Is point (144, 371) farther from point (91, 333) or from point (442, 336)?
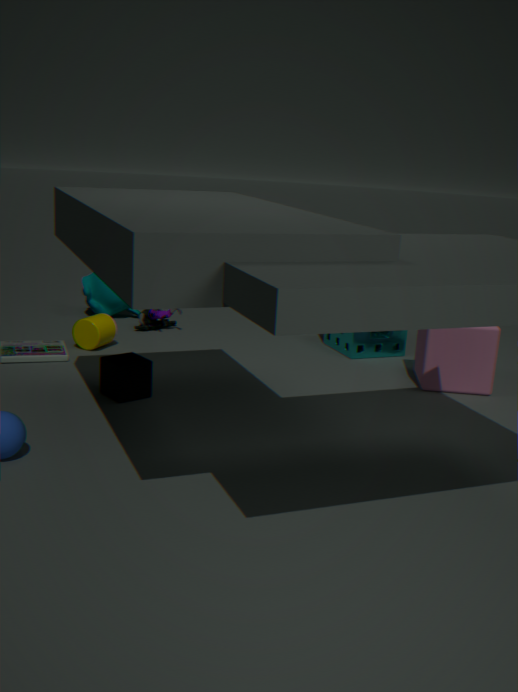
point (442, 336)
